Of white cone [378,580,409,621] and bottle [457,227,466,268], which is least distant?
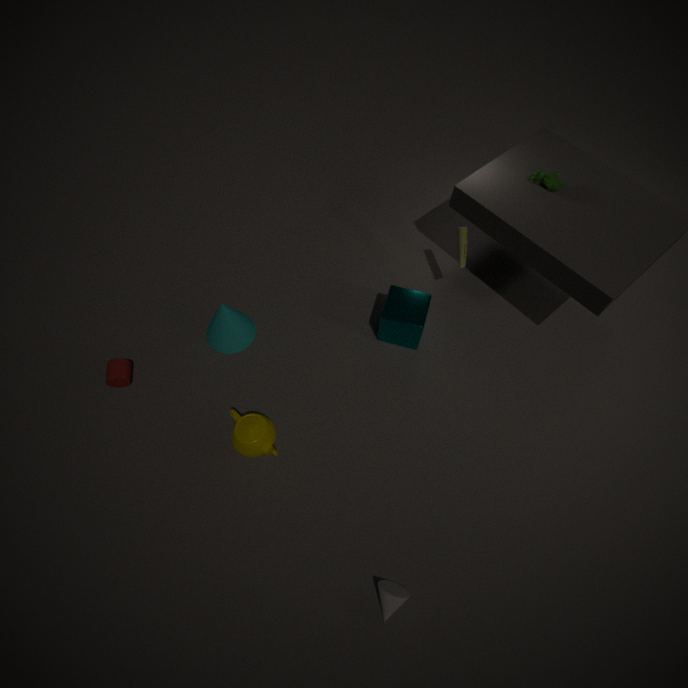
white cone [378,580,409,621]
